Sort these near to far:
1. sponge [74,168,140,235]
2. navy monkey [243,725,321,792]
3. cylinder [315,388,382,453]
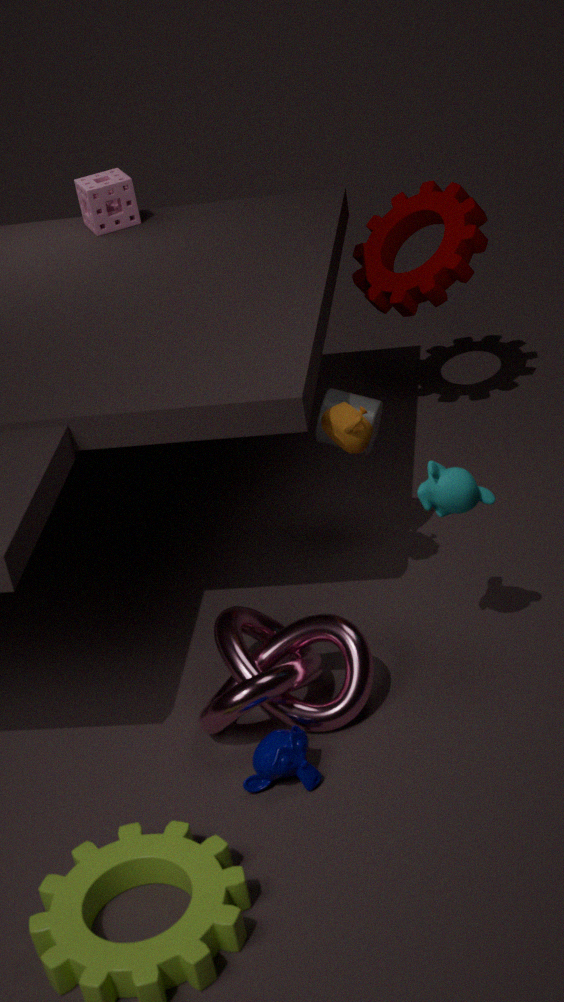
navy monkey [243,725,321,792]
cylinder [315,388,382,453]
sponge [74,168,140,235]
